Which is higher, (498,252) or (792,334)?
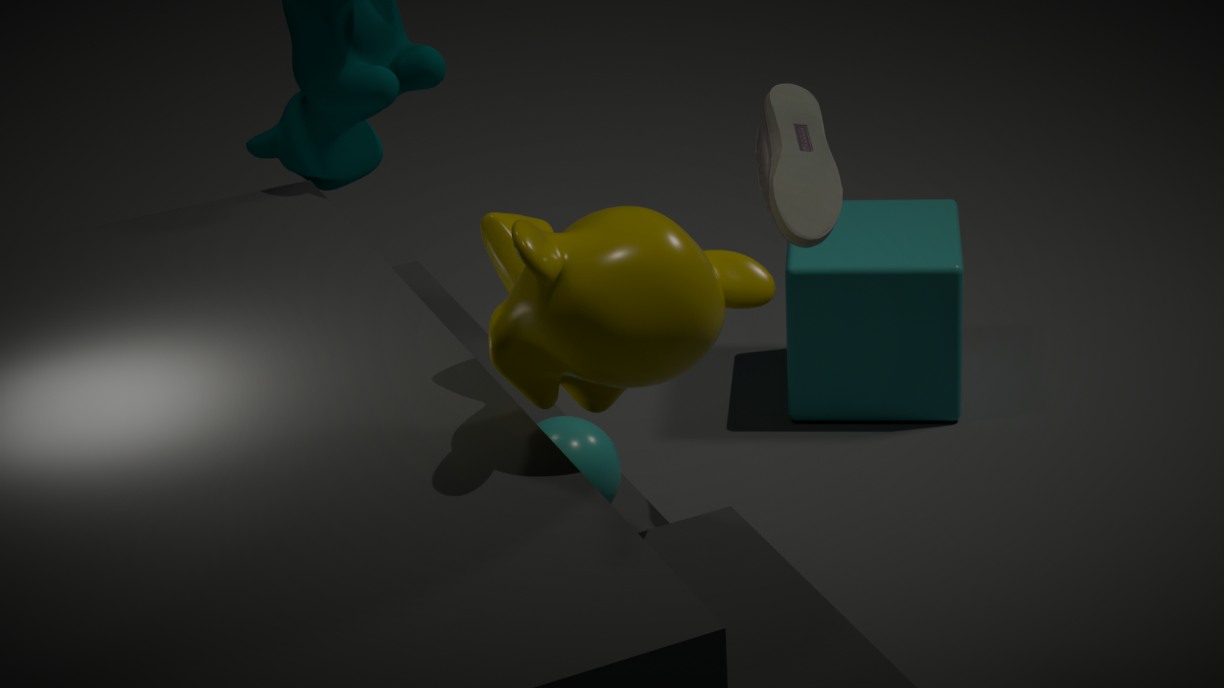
(498,252)
